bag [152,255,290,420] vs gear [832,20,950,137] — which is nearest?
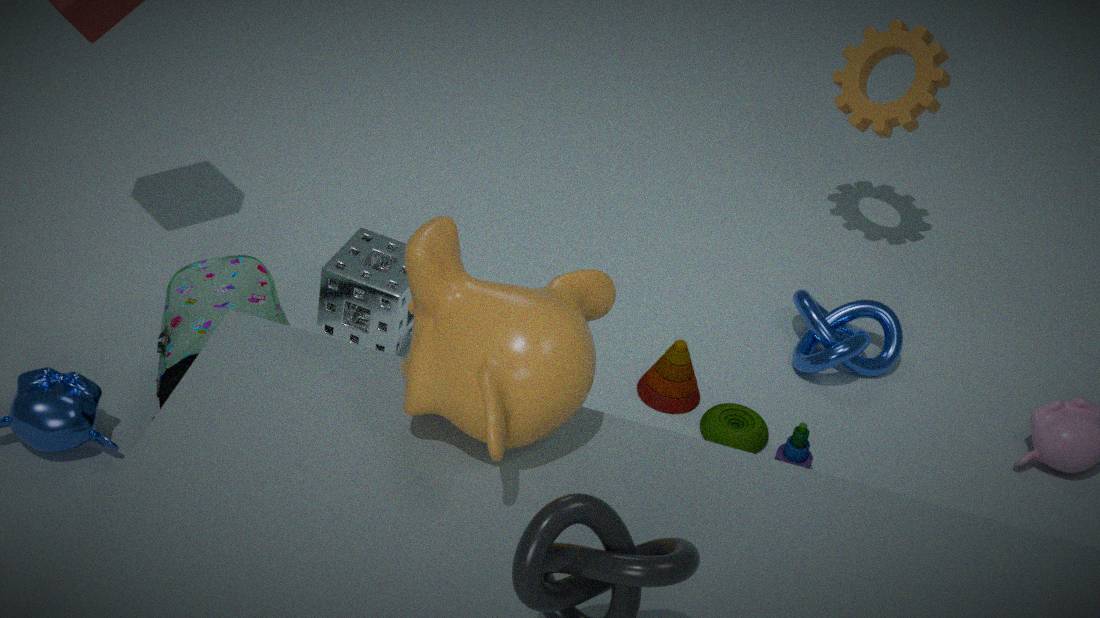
bag [152,255,290,420]
